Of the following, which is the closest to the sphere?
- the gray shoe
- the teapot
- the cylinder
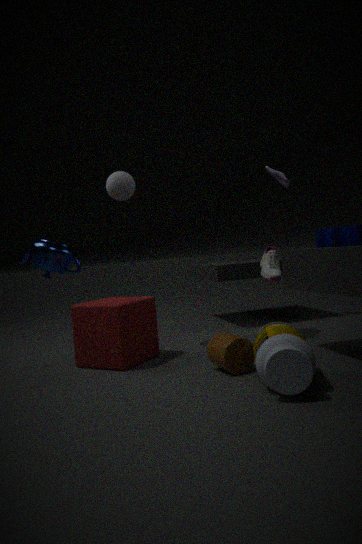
the teapot
